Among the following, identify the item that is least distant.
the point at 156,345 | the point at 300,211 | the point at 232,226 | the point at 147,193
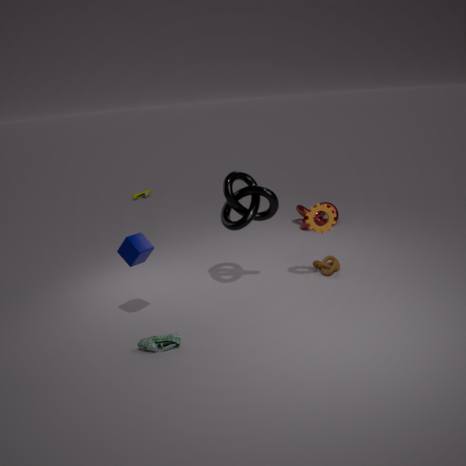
the point at 156,345
